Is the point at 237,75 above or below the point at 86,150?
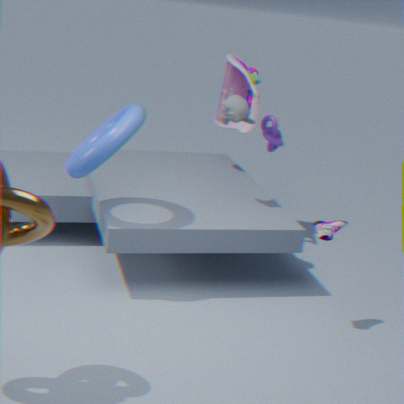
above
